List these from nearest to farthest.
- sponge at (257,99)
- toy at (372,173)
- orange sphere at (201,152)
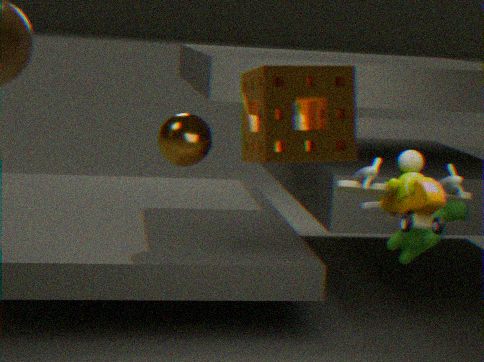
sponge at (257,99)
toy at (372,173)
orange sphere at (201,152)
